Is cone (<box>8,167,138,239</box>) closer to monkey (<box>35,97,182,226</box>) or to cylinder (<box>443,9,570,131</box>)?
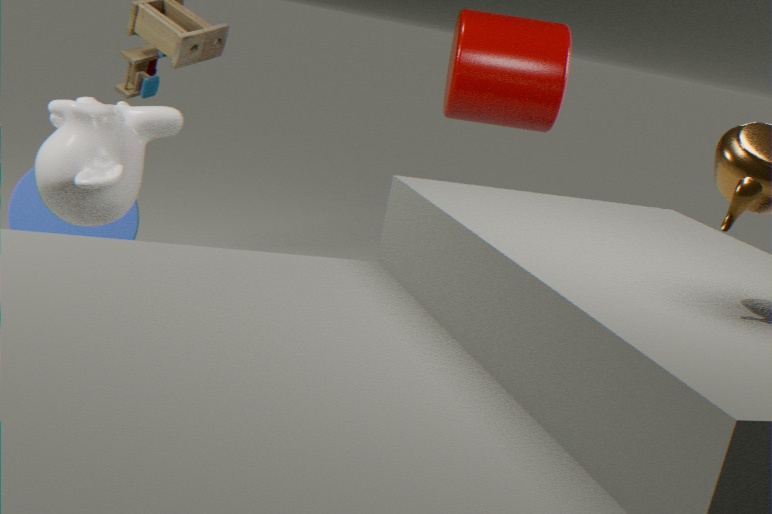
monkey (<box>35,97,182,226</box>)
